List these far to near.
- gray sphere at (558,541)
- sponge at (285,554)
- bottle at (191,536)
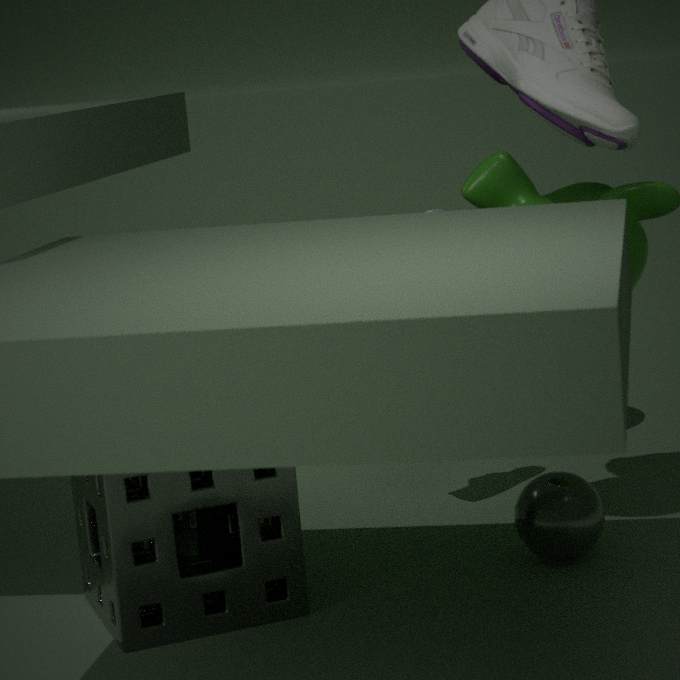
gray sphere at (558,541)
bottle at (191,536)
sponge at (285,554)
